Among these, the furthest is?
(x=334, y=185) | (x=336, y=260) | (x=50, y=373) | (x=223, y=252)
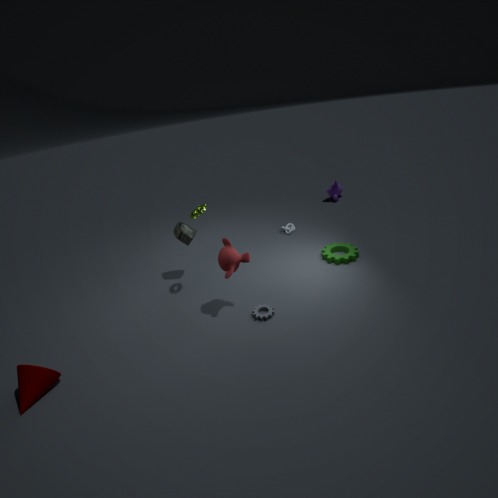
(x=334, y=185)
